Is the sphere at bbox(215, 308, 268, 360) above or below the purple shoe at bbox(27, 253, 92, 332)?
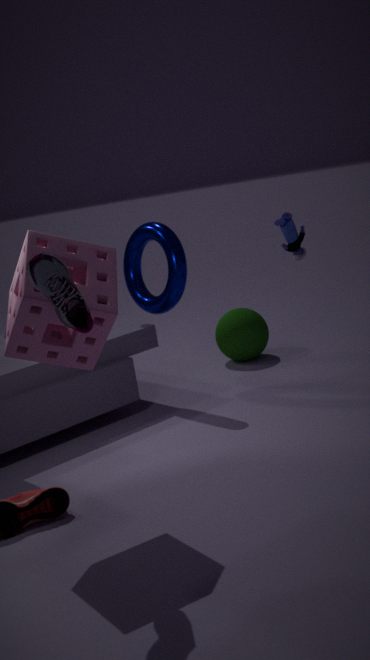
below
